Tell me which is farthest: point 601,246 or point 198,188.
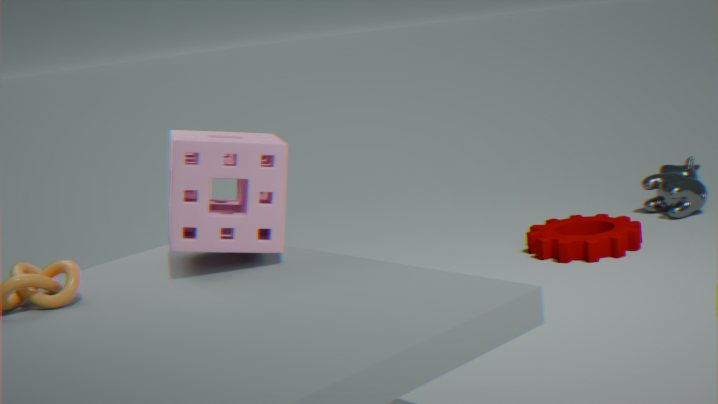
point 601,246
